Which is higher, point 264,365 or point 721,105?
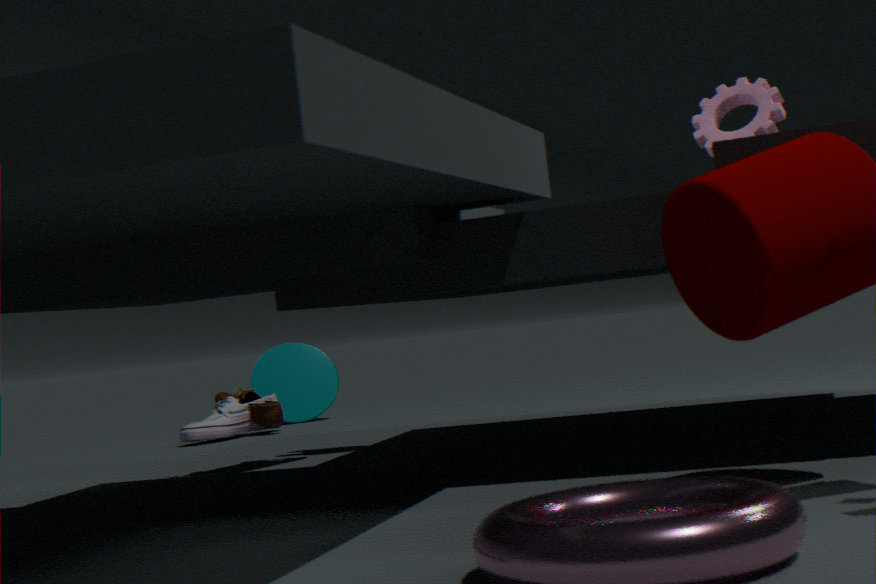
point 721,105
